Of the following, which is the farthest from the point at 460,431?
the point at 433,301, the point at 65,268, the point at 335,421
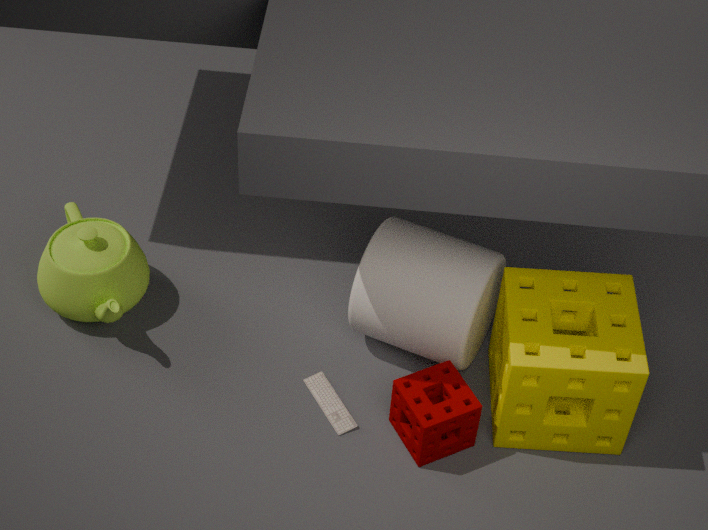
the point at 65,268
